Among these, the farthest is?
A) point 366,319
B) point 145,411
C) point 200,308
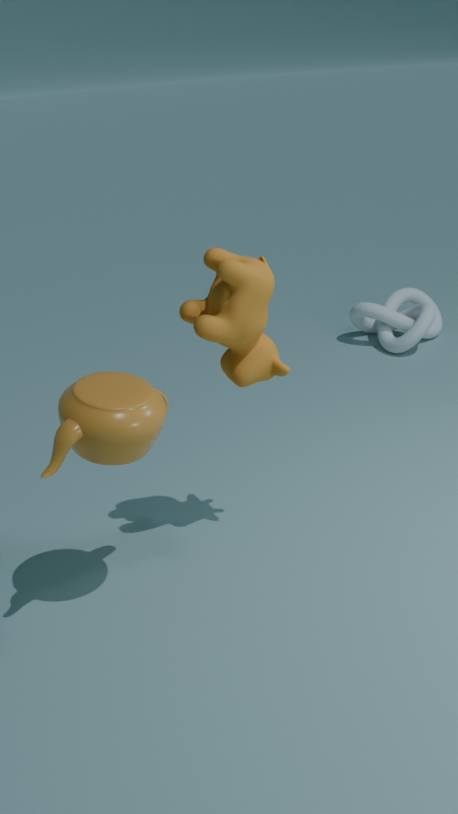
point 366,319
